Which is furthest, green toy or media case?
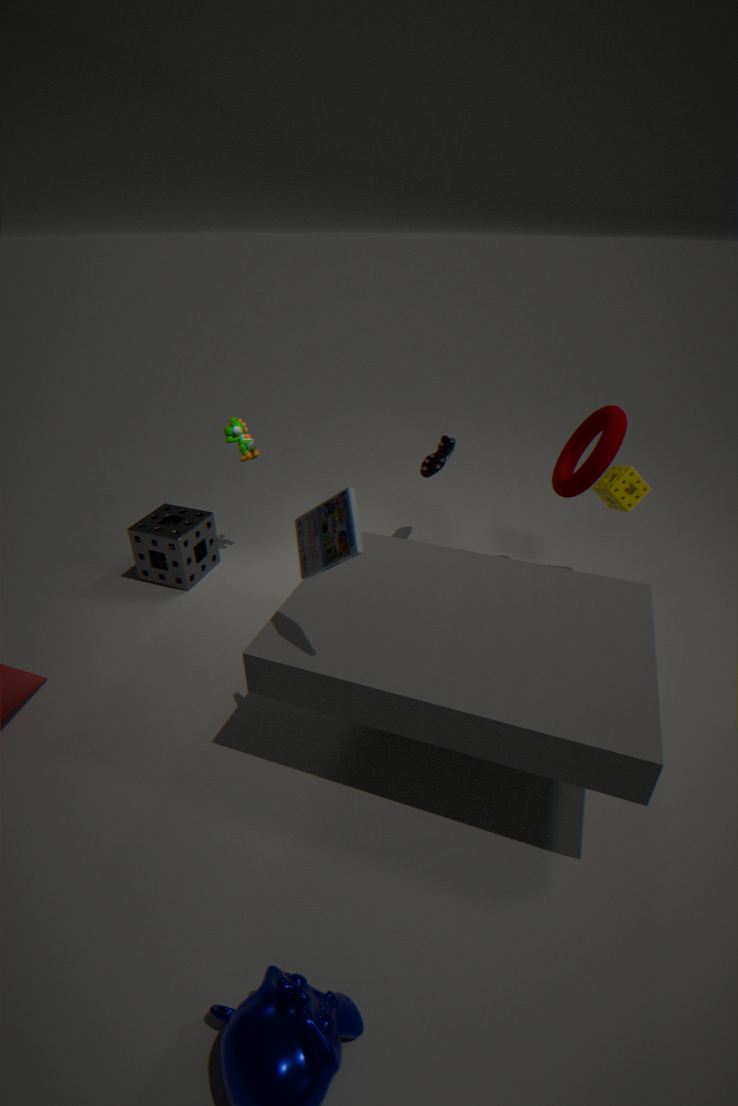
green toy
